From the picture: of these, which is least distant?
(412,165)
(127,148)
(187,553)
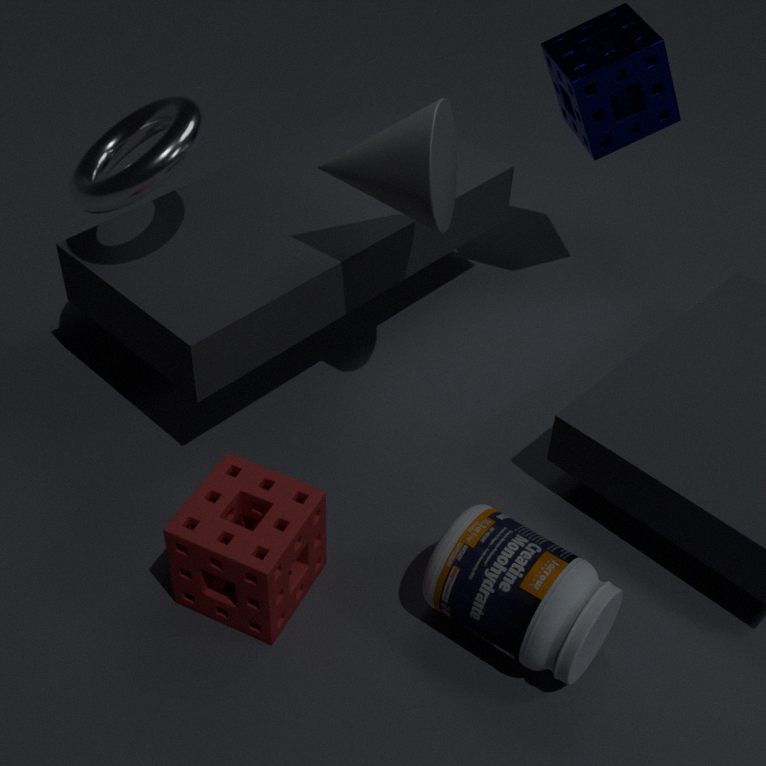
(187,553)
